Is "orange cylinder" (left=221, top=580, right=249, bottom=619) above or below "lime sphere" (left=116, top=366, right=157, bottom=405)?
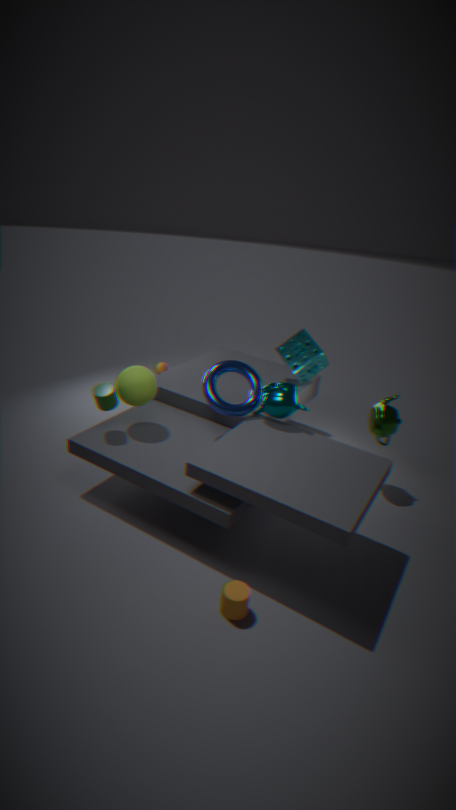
below
